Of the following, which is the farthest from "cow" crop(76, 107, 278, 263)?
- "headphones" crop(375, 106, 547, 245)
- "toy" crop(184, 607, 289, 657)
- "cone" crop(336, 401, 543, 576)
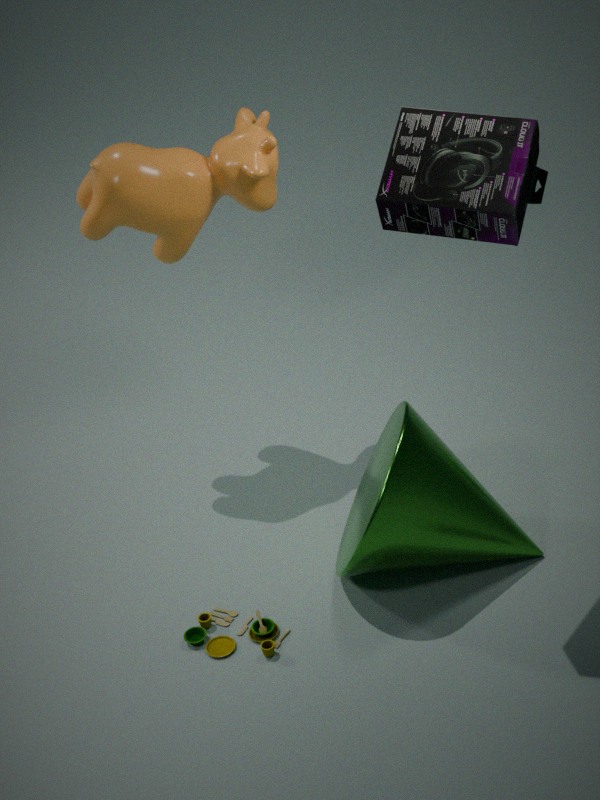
"toy" crop(184, 607, 289, 657)
